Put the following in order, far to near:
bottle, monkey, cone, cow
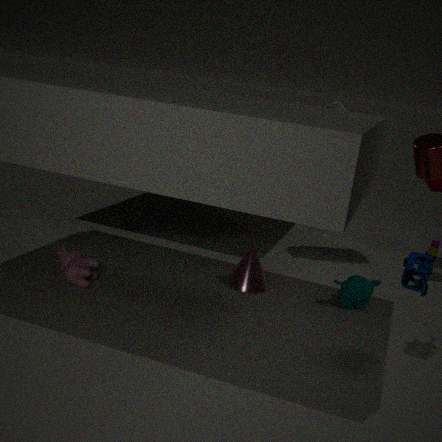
bottle, cone, monkey, cow
